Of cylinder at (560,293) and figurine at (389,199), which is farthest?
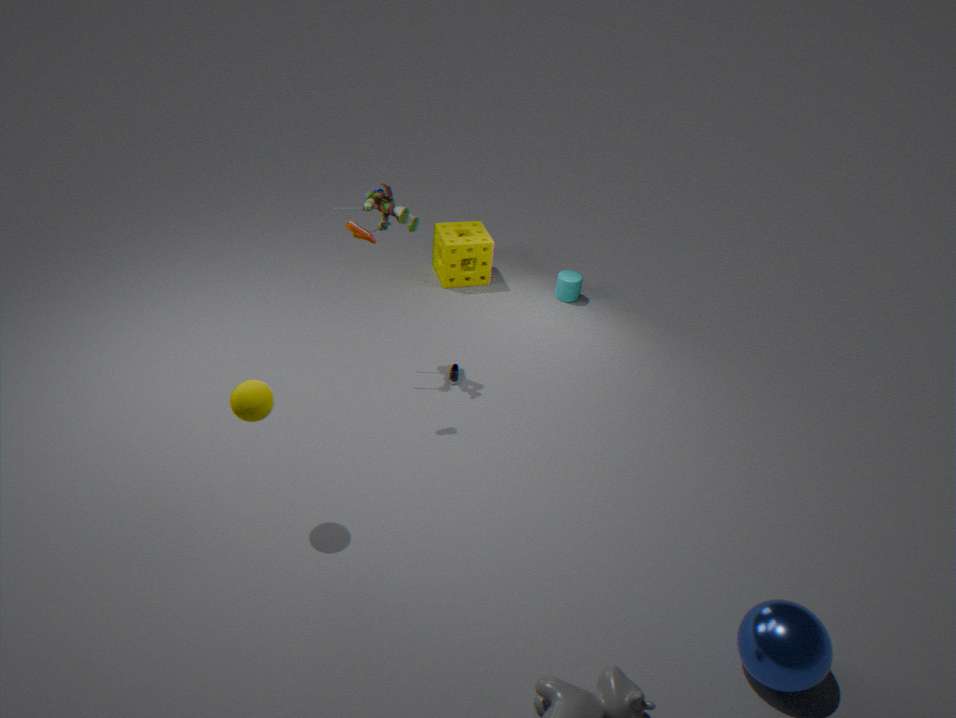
cylinder at (560,293)
